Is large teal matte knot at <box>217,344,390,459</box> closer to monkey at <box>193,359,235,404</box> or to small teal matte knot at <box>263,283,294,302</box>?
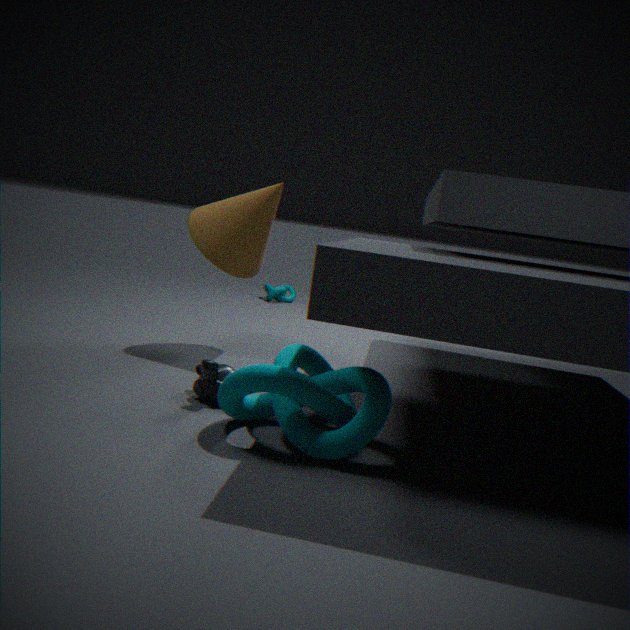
monkey at <box>193,359,235,404</box>
